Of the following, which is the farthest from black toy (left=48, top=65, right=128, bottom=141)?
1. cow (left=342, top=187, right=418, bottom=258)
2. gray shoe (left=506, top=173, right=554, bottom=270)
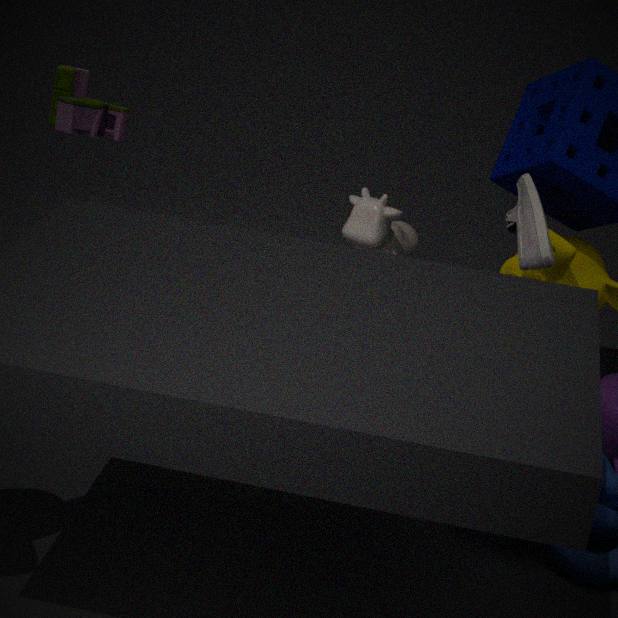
gray shoe (left=506, top=173, right=554, bottom=270)
